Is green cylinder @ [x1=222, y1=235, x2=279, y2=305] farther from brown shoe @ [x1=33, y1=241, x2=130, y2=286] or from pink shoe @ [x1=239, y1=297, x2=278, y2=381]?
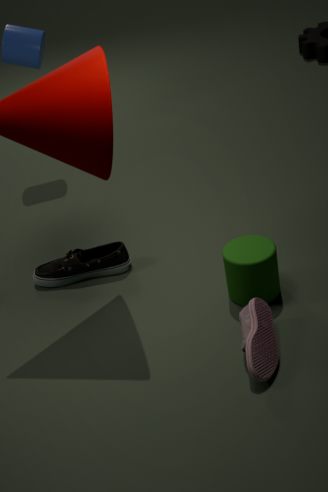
brown shoe @ [x1=33, y1=241, x2=130, y2=286]
